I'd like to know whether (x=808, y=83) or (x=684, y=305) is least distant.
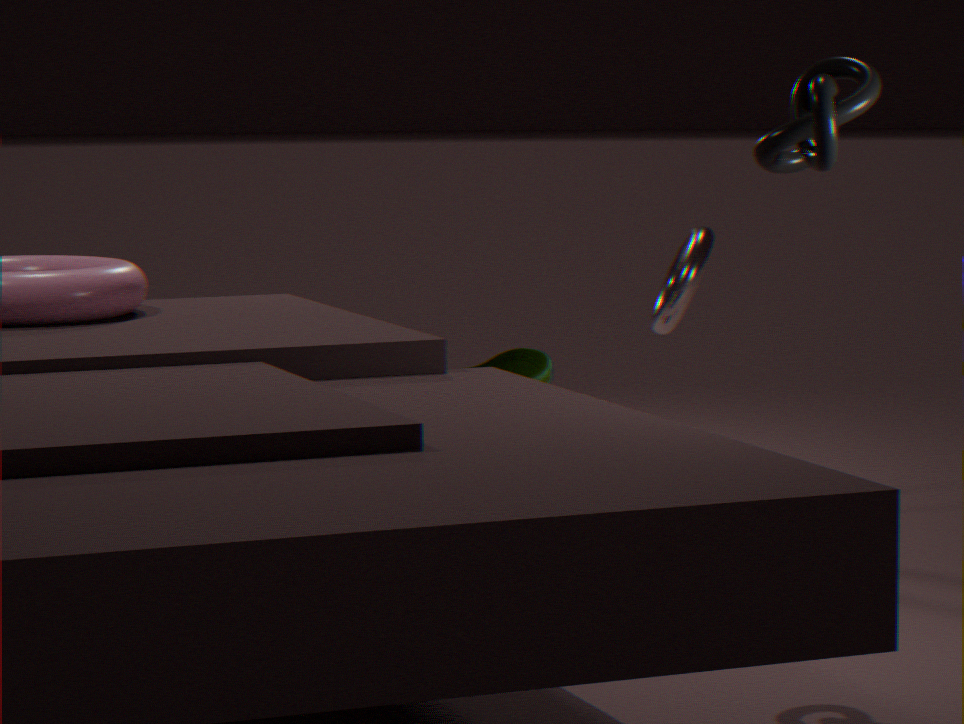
(x=808, y=83)
